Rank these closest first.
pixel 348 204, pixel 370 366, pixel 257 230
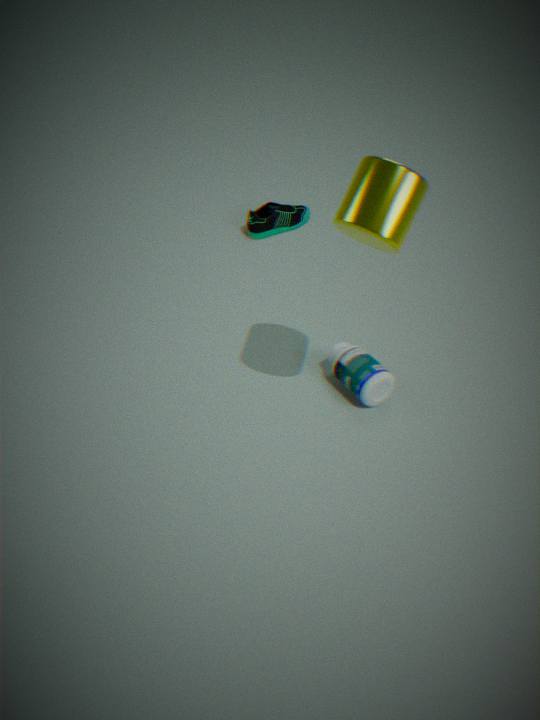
1. pixel 348 204
2. pixel 370 366
3. pixel 257 230
